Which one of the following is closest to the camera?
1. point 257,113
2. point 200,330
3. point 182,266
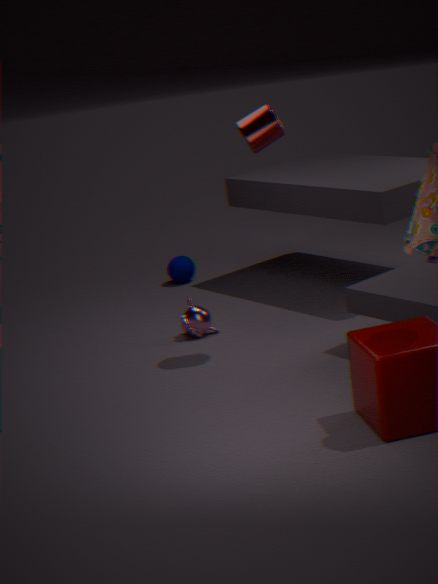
point 257,113
